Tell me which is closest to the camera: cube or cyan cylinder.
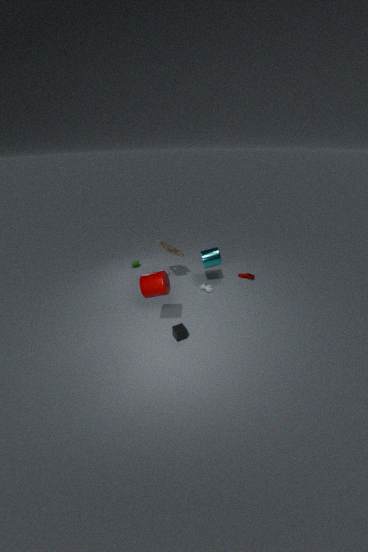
cube
